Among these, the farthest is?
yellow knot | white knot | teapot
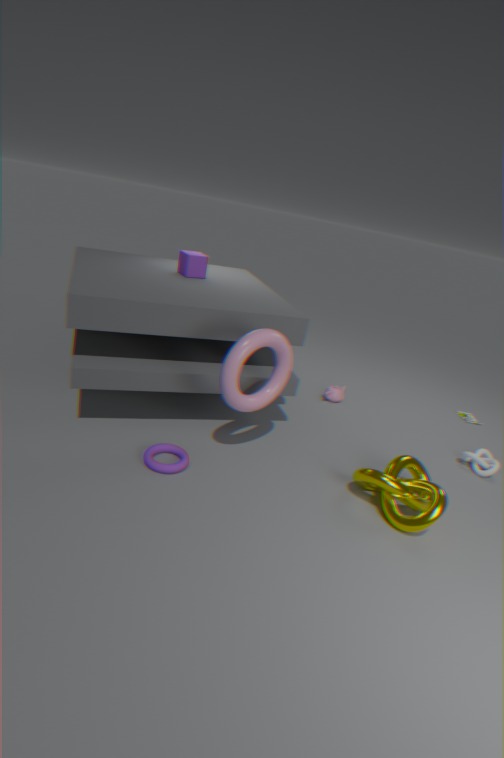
teapot
